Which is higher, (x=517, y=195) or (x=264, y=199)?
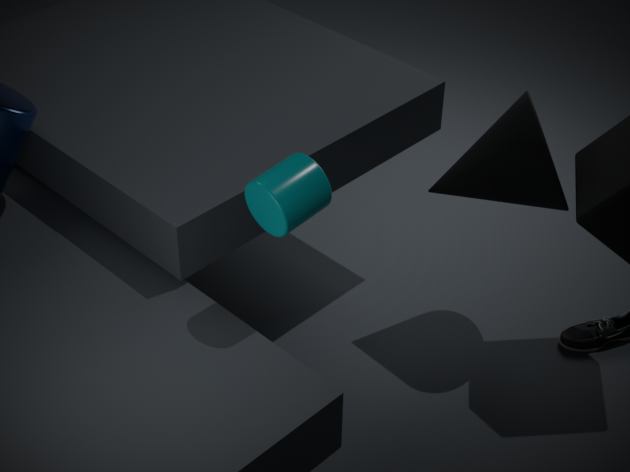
(x=264, y=199)
